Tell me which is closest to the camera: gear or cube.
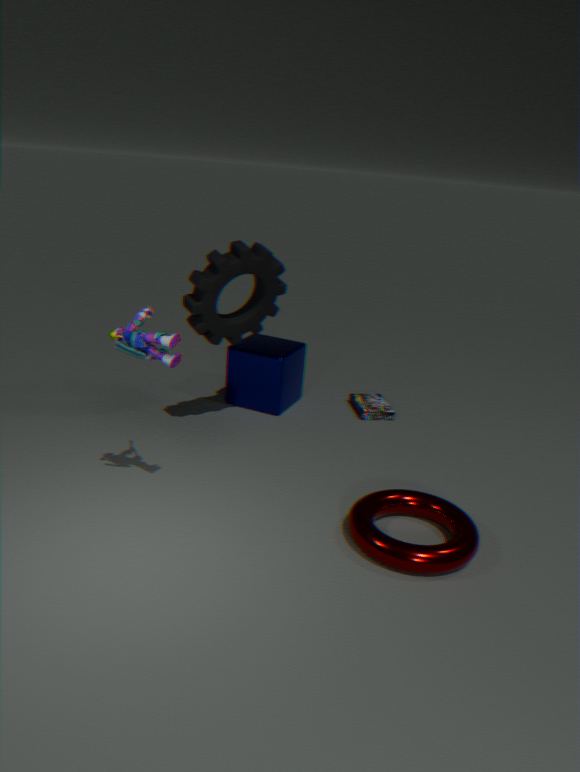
gear
